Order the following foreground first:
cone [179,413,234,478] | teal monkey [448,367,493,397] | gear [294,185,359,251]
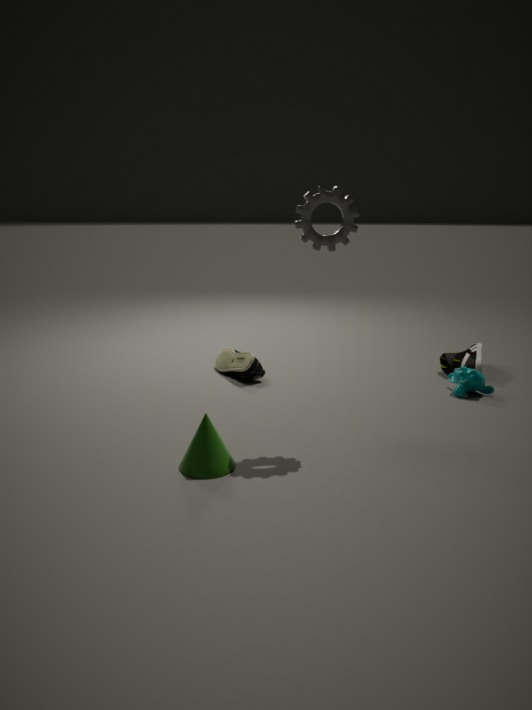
cone [179,413,234,478] < gear [294,185,359,251] < teal monkey [448,367,493,397]
